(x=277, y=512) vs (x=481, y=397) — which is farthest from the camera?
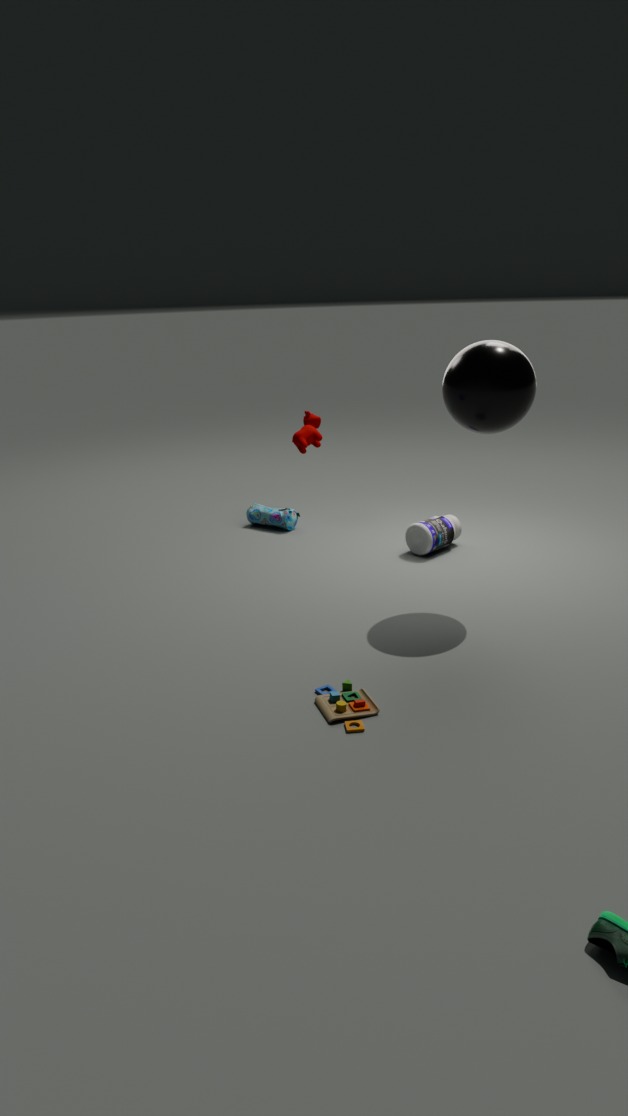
(x=277, y=512)
